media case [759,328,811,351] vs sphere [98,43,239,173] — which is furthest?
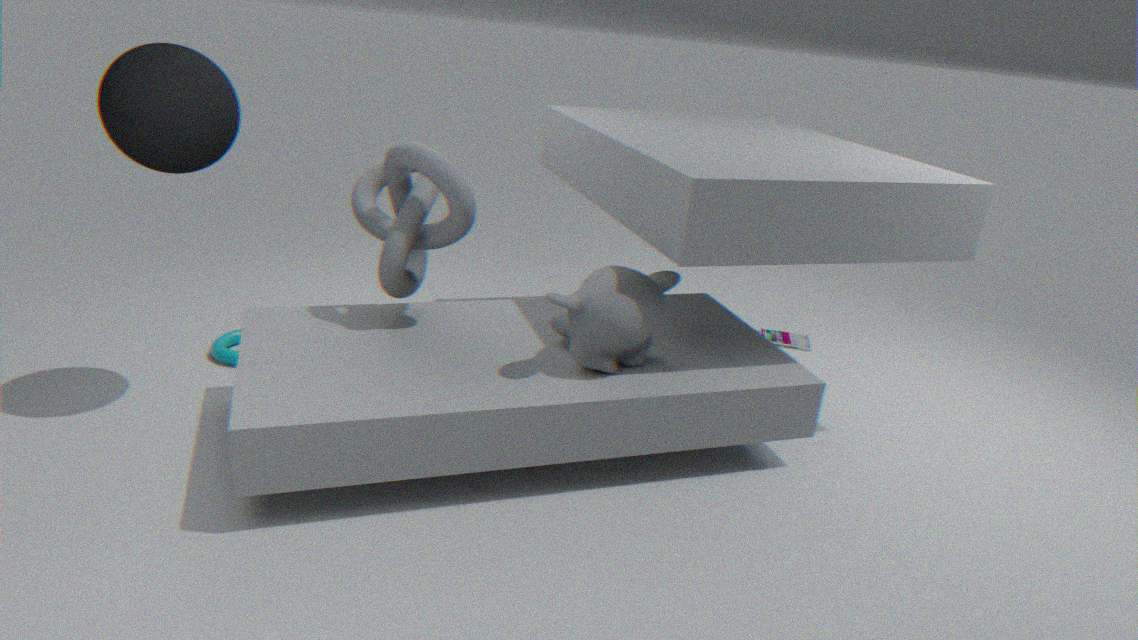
media case [759,328,811,351]
